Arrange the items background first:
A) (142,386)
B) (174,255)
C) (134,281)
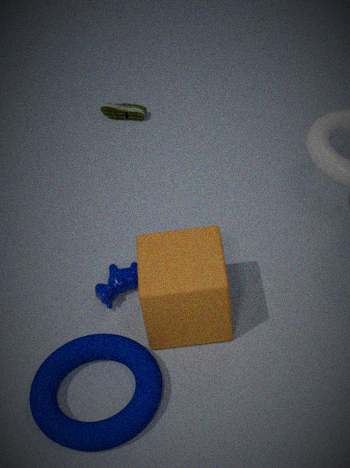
(134,281) → (174,255) → (142,386)
